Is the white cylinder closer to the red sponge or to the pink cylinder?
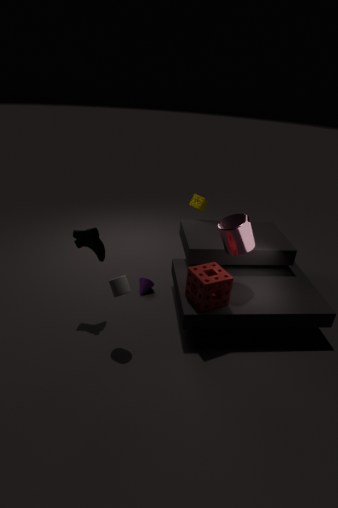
the red sponge
